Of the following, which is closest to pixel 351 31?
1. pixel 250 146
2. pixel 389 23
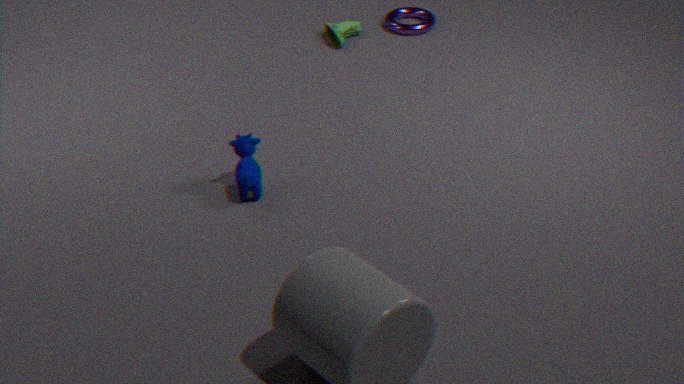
pixel 389 23
